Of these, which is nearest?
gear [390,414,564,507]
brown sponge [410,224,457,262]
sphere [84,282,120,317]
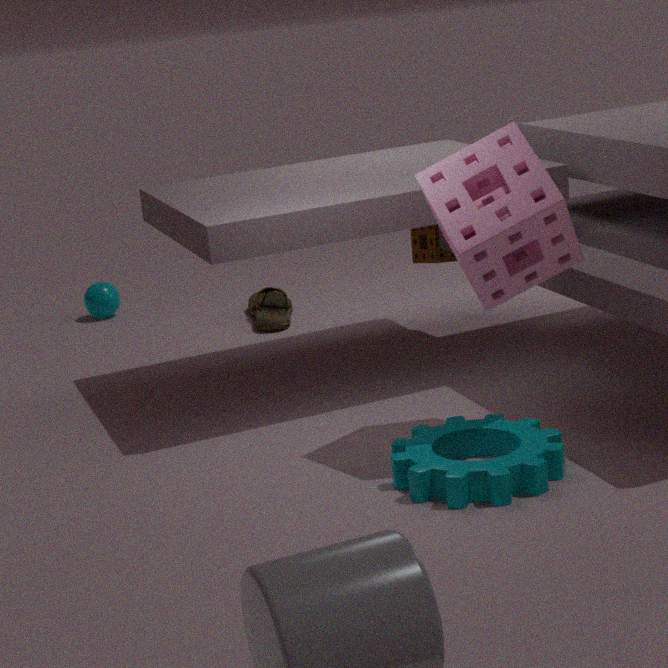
gear [390,414,564,507]
